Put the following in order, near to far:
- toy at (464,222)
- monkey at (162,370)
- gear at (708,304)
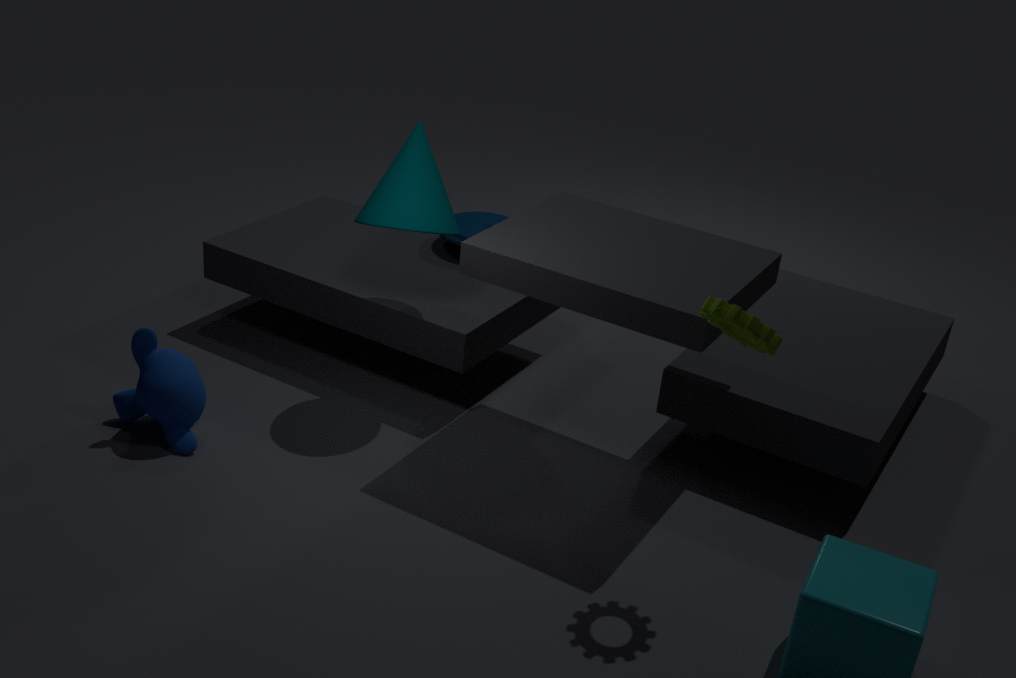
gear at (708,304)
monkey at (162,370)
toy at (464,222)
